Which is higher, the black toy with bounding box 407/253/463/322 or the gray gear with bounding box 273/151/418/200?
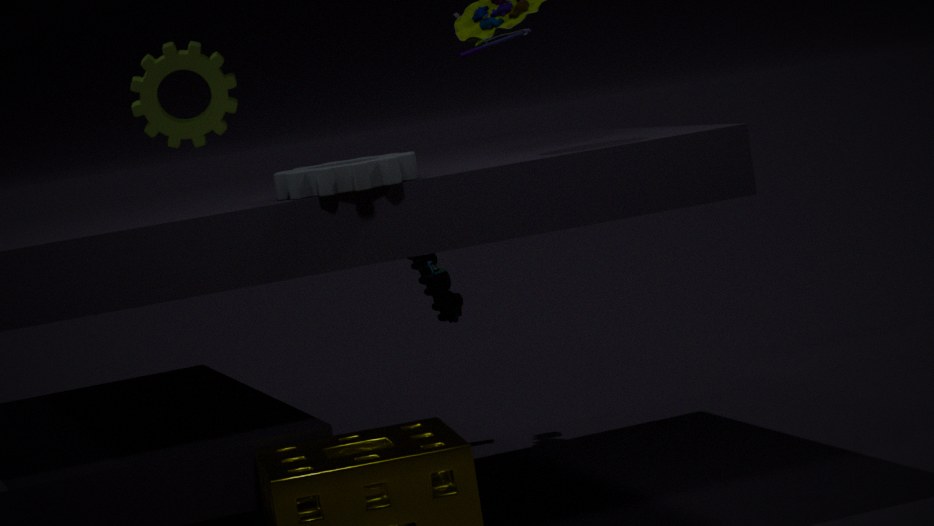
the gray gear with bounding box 273/151/418/200
